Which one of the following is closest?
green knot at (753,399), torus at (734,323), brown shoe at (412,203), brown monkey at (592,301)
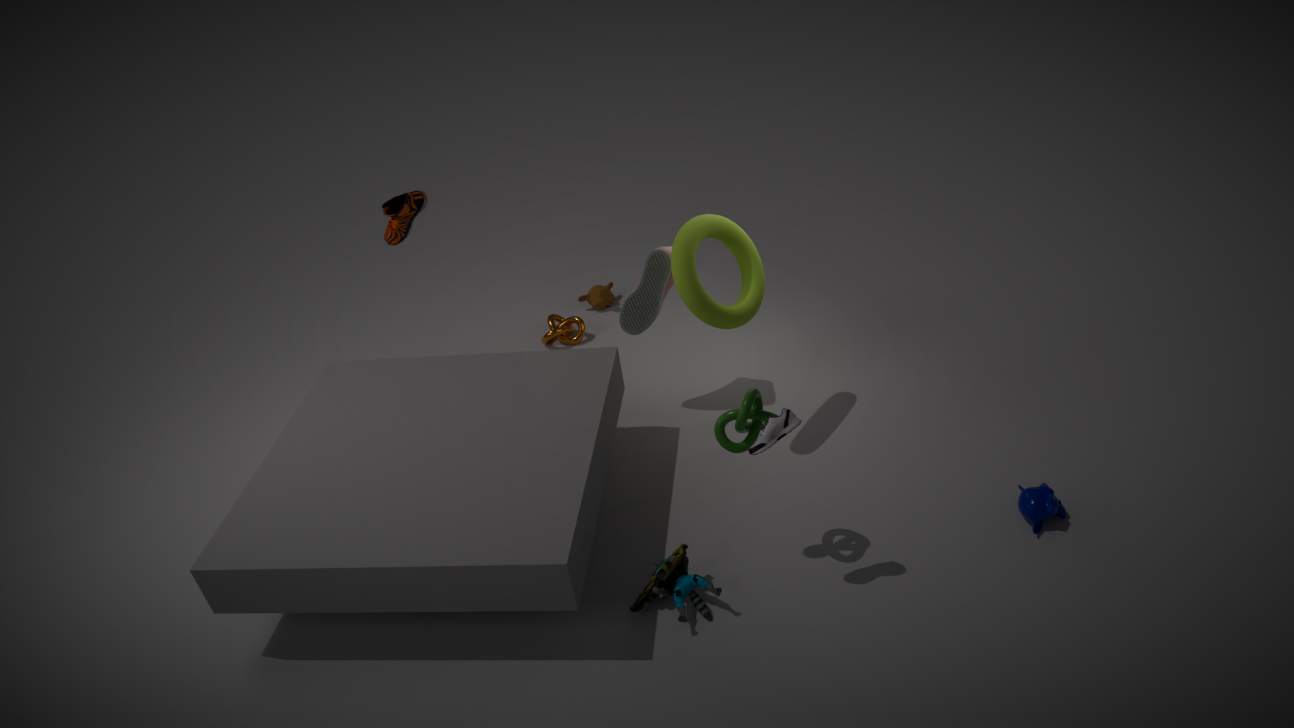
green knot at (753,399)
